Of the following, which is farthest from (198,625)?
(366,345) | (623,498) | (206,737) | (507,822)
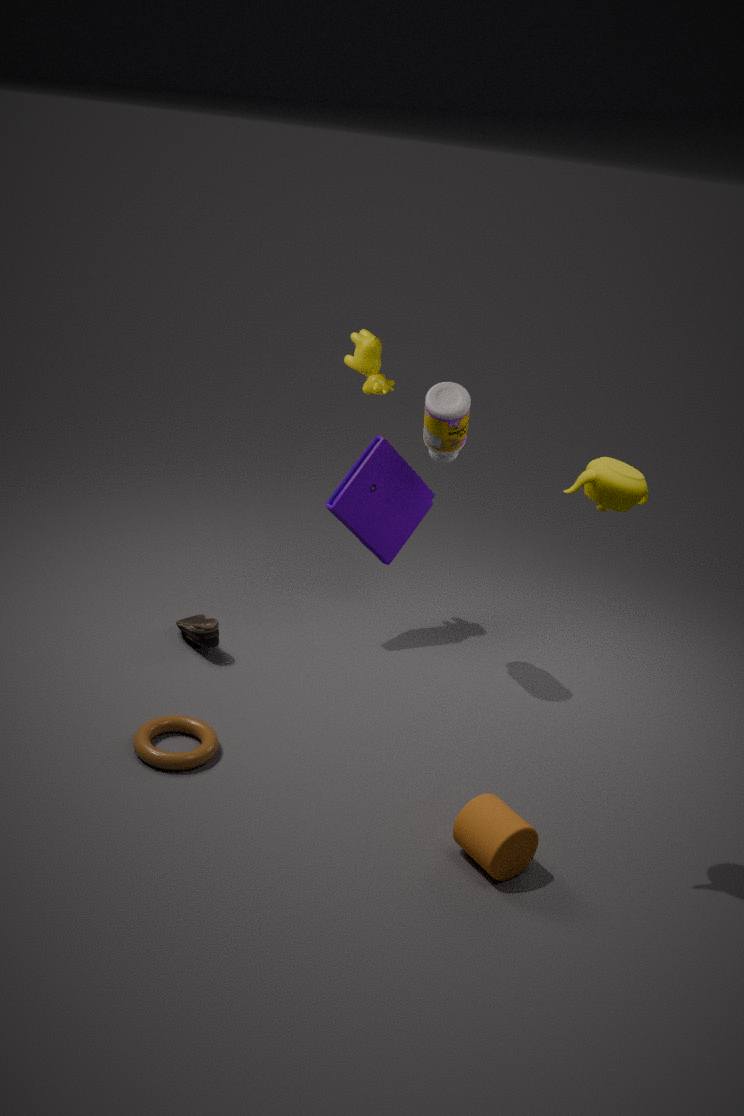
(623,498)
